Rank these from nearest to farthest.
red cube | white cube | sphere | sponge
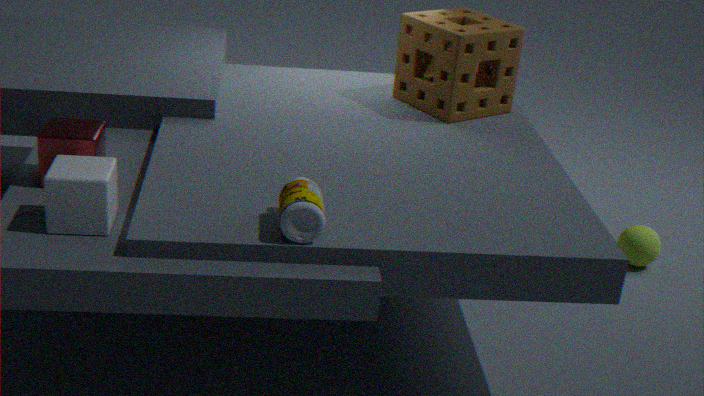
white cube < red cube < sponge < sphere
